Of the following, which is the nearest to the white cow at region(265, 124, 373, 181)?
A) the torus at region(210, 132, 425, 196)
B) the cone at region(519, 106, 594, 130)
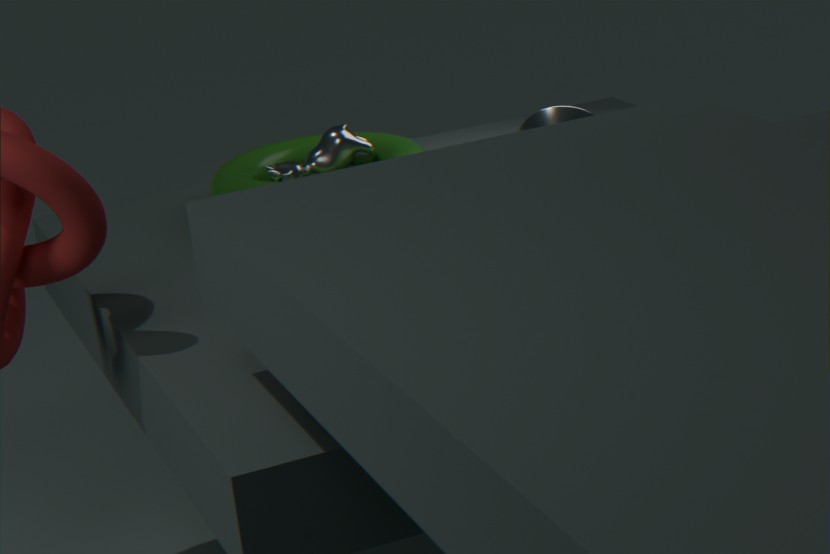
the torus at region(210, 132, 425, 196)
